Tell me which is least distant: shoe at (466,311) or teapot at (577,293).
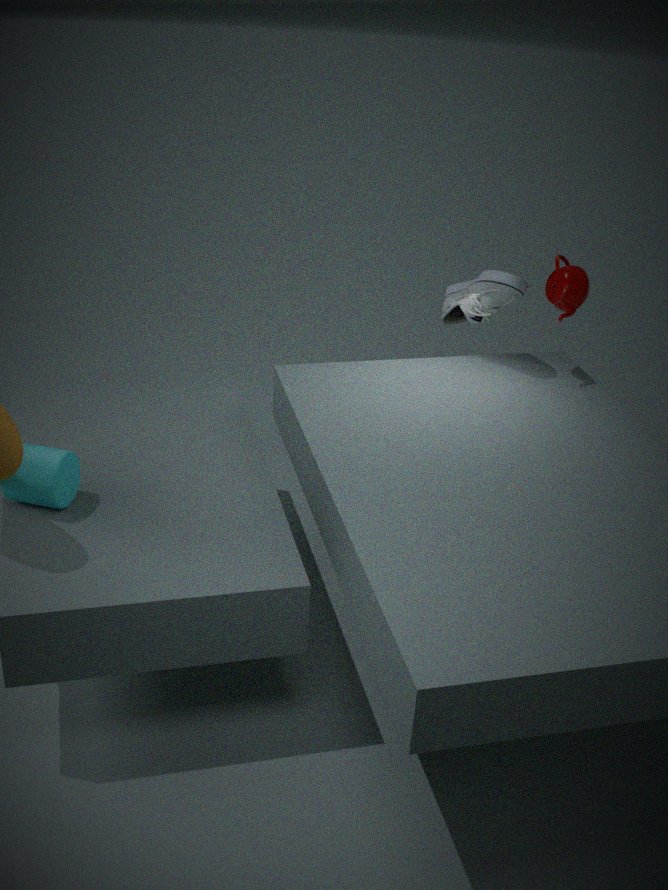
teapot at (577,293)
